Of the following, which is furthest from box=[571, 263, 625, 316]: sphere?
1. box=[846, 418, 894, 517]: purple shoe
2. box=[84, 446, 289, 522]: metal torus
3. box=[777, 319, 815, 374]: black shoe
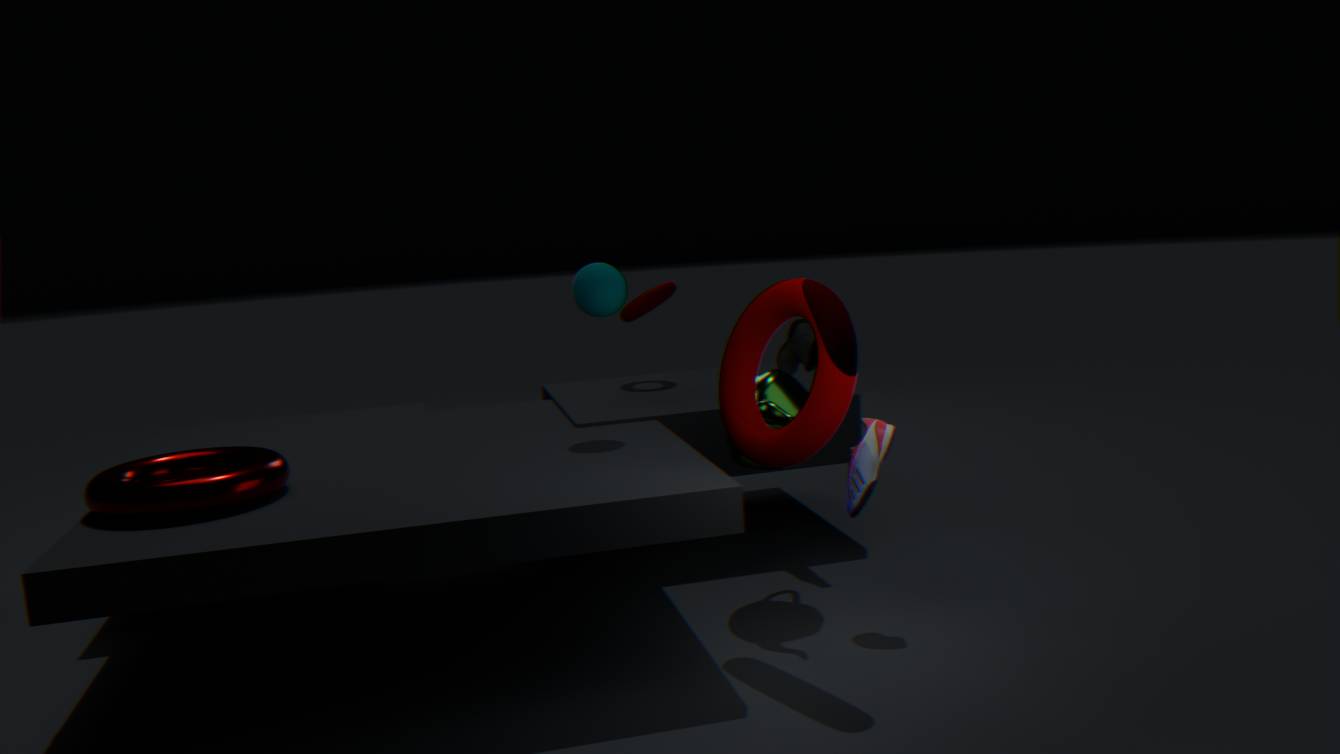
box=[84, 446, 289, 522]: metal torus
